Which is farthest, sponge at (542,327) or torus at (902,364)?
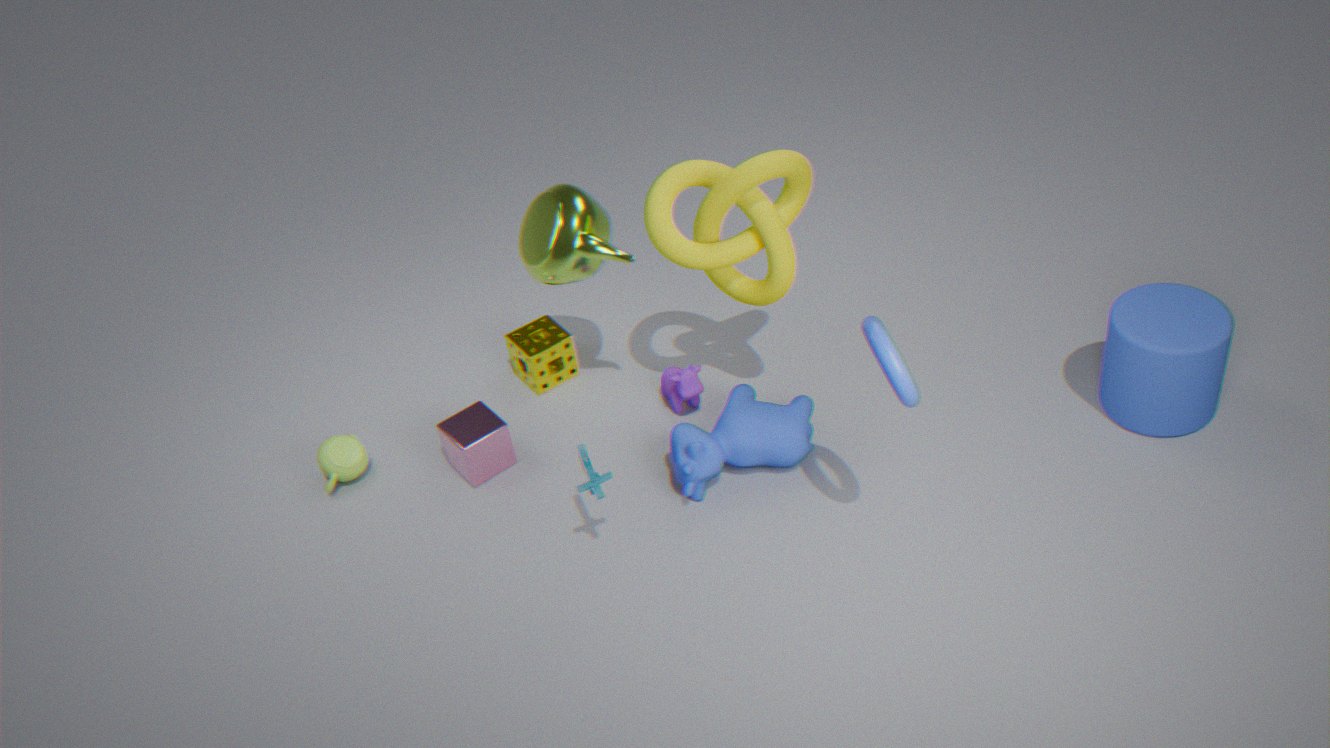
sponge at (542,327)
